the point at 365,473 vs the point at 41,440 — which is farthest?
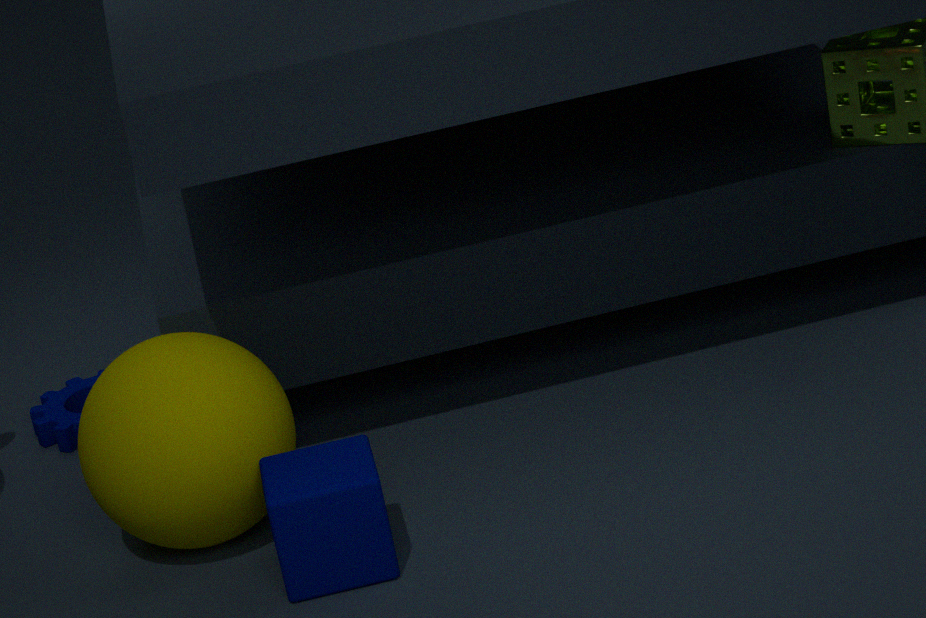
the point at 41,440
